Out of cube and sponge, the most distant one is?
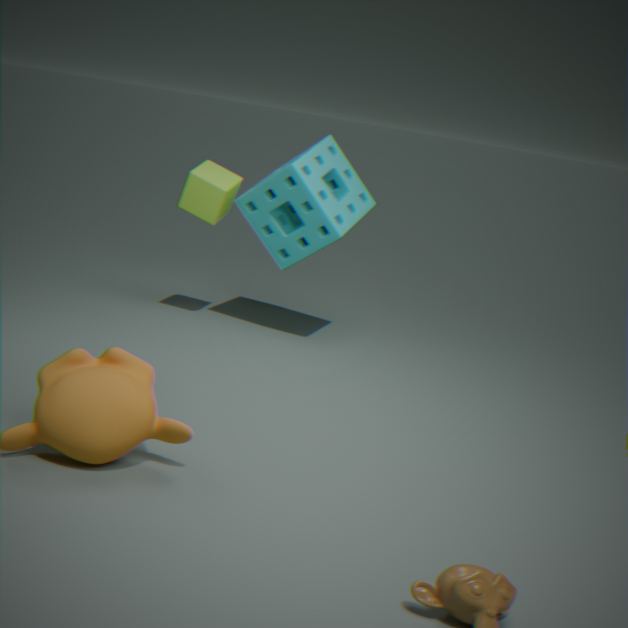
cube
